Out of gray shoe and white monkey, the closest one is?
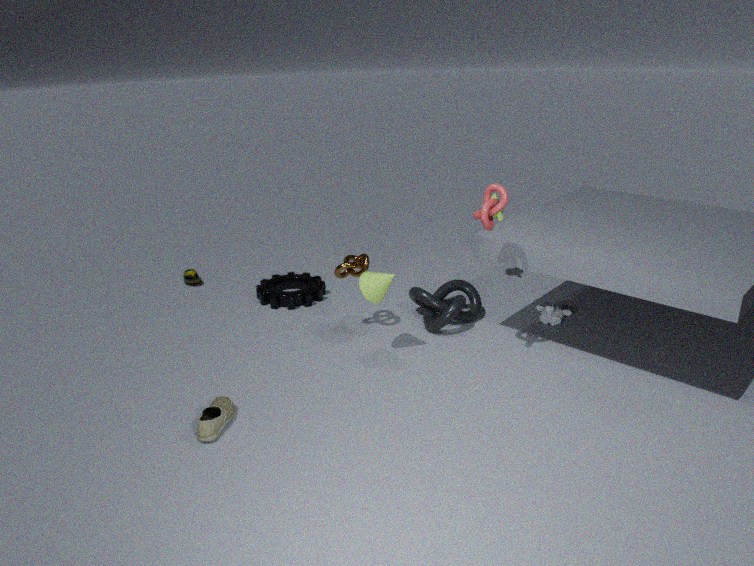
gray shoe
